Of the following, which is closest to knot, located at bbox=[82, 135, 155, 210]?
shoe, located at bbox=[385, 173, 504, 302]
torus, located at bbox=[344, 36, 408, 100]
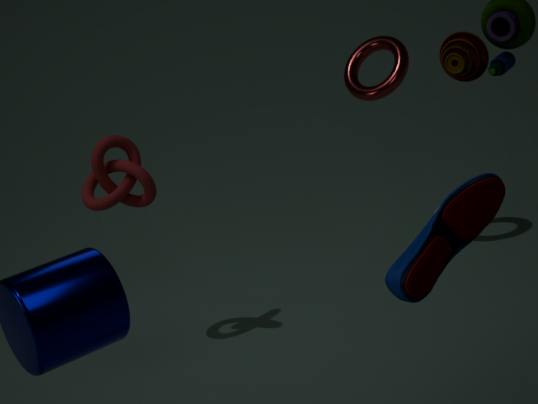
torus, located at bbox=[344, 36, 408, 100]
